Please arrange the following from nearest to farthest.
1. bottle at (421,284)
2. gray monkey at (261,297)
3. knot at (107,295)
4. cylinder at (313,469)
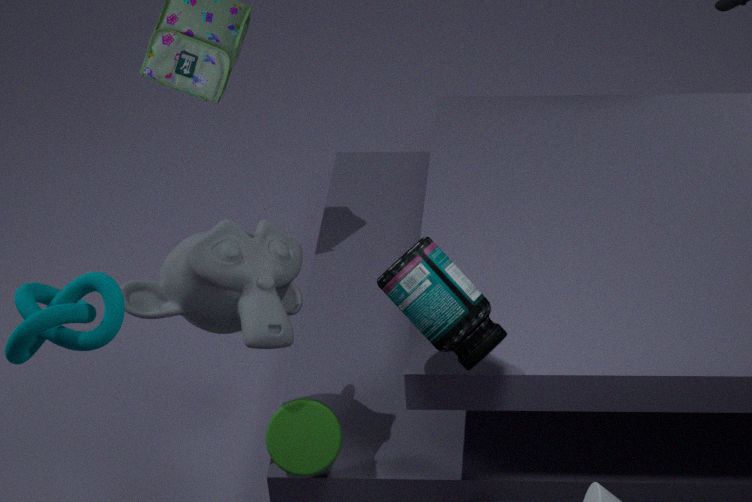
knot at (107,295)
bottle at (421,284)
gray monkey at (261,297)
cylinder at (313,469)
